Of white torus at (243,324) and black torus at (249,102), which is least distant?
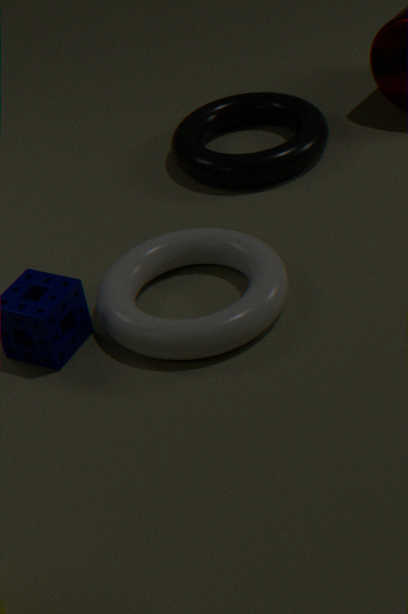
white torus at (243,324)
